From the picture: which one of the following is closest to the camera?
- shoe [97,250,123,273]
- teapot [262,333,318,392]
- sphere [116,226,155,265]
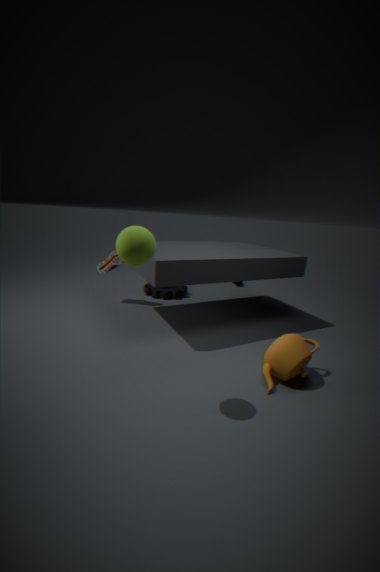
sphere [116,226,155,265]
